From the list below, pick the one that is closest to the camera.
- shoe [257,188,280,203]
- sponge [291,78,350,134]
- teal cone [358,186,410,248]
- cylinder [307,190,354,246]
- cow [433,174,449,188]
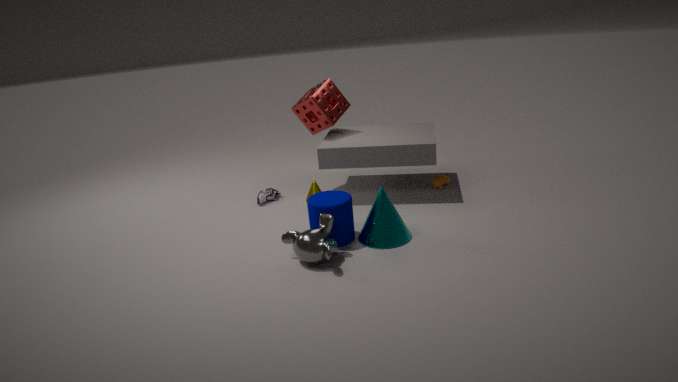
cylinder [307,190,354,246]
